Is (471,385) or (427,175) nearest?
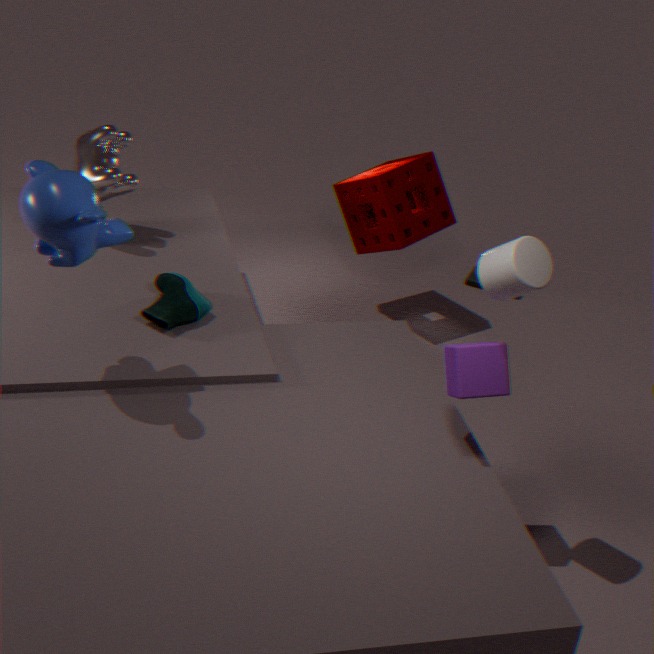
(471,385)
